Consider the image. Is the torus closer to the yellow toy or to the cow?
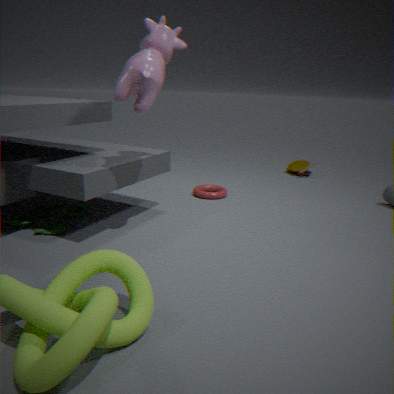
the yellow toy
